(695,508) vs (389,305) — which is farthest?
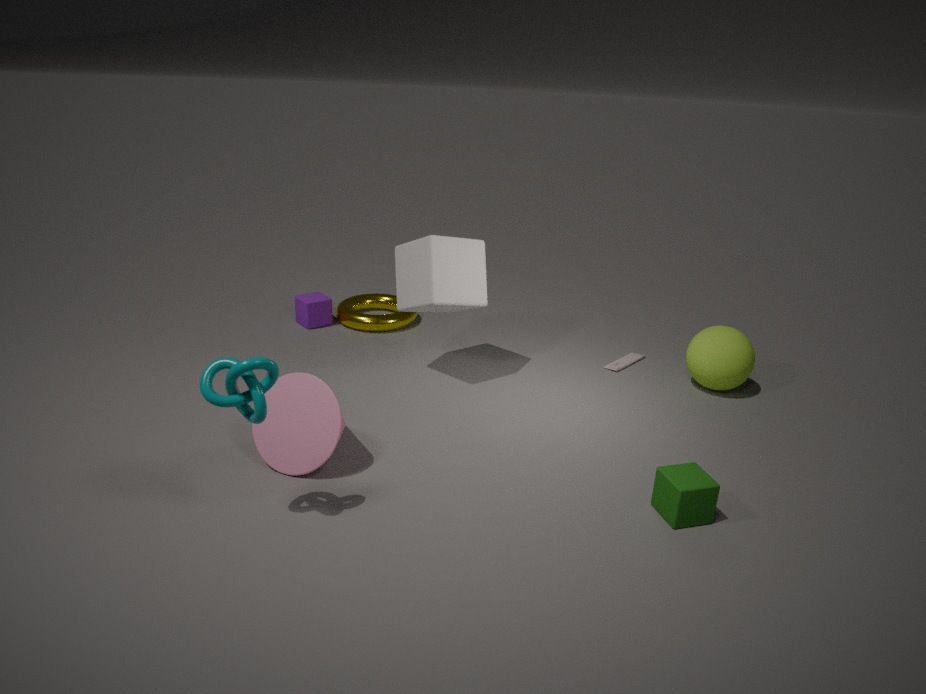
(389,305)
